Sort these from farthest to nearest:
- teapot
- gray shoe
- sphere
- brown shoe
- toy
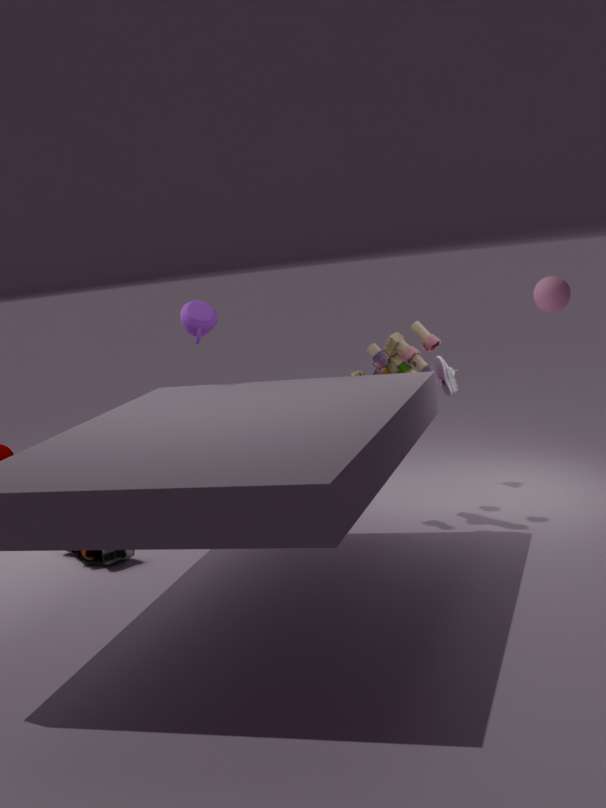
sphere < gray shoe < teapot < toy < brown shoe
